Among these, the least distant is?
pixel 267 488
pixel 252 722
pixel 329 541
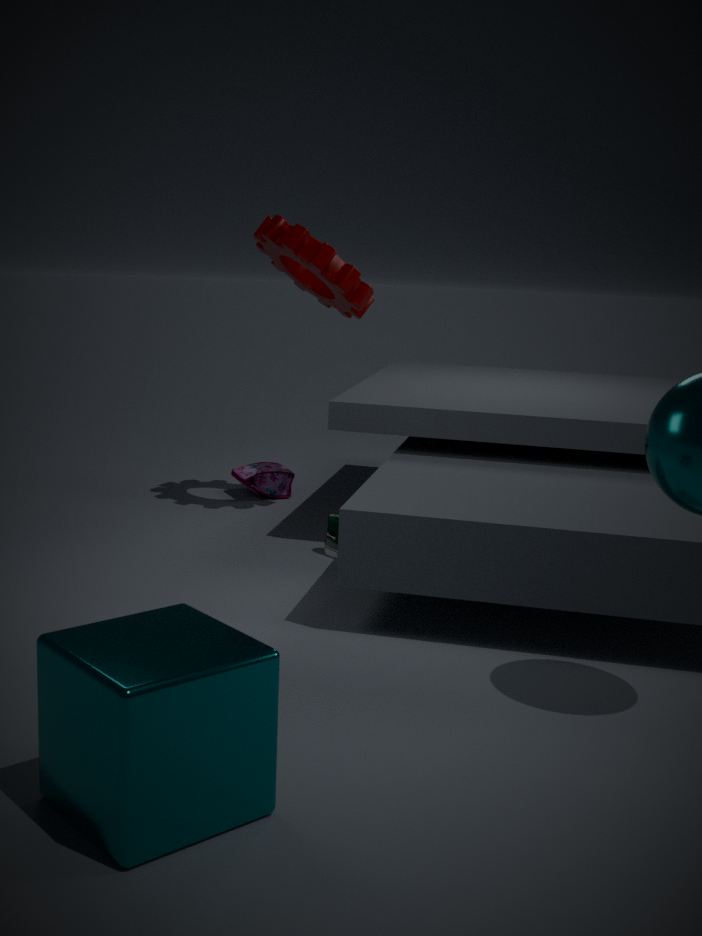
pixel 252 722
